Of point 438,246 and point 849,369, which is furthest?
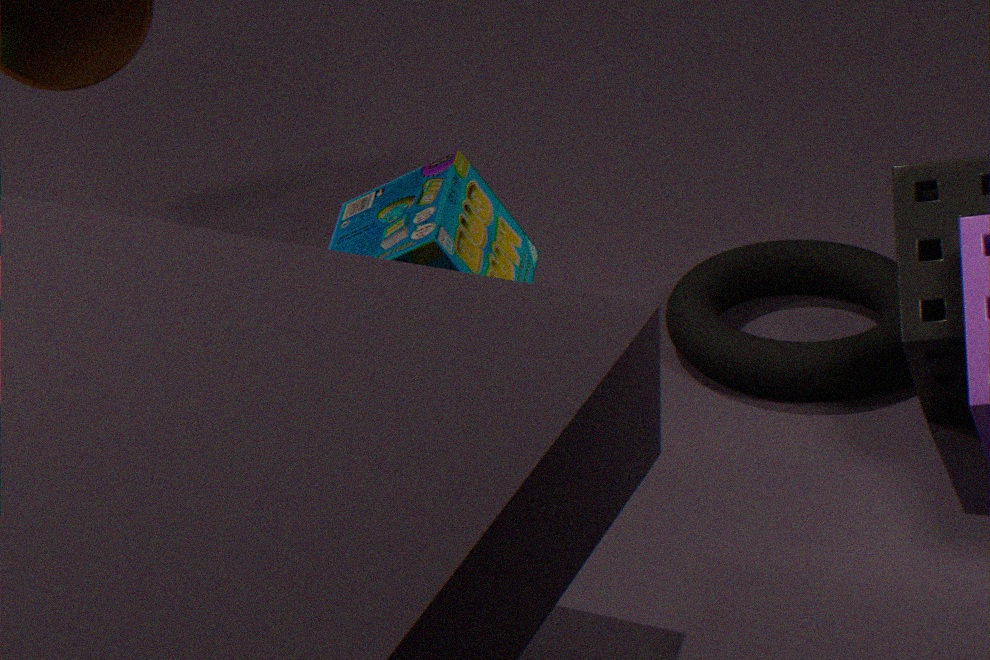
point 849,369
